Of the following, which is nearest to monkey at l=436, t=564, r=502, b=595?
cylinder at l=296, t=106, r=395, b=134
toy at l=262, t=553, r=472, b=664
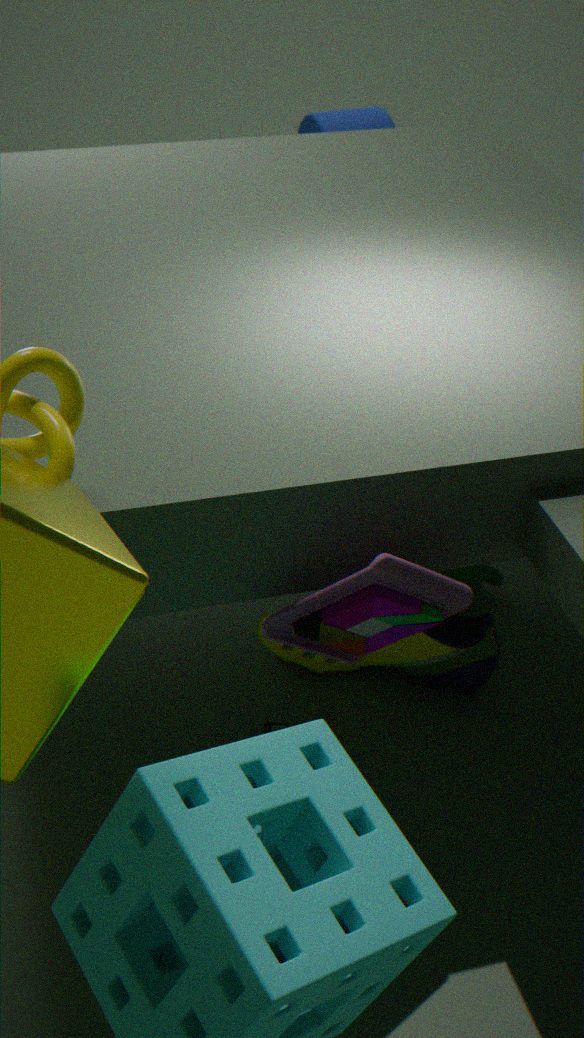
toy at l=262, t=553, r=472, b=664
